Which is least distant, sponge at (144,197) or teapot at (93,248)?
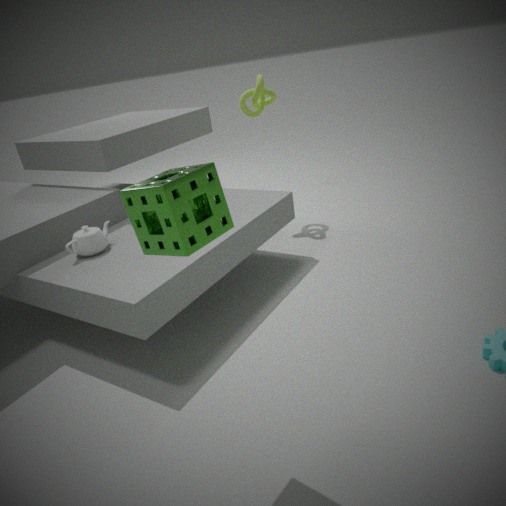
sponge at (144,197)
